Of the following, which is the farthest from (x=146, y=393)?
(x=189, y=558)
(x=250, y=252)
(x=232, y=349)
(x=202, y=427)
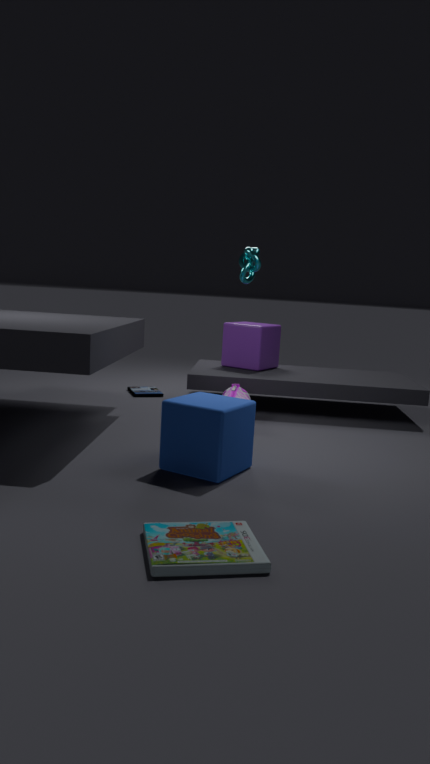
(x=189, y=558)
